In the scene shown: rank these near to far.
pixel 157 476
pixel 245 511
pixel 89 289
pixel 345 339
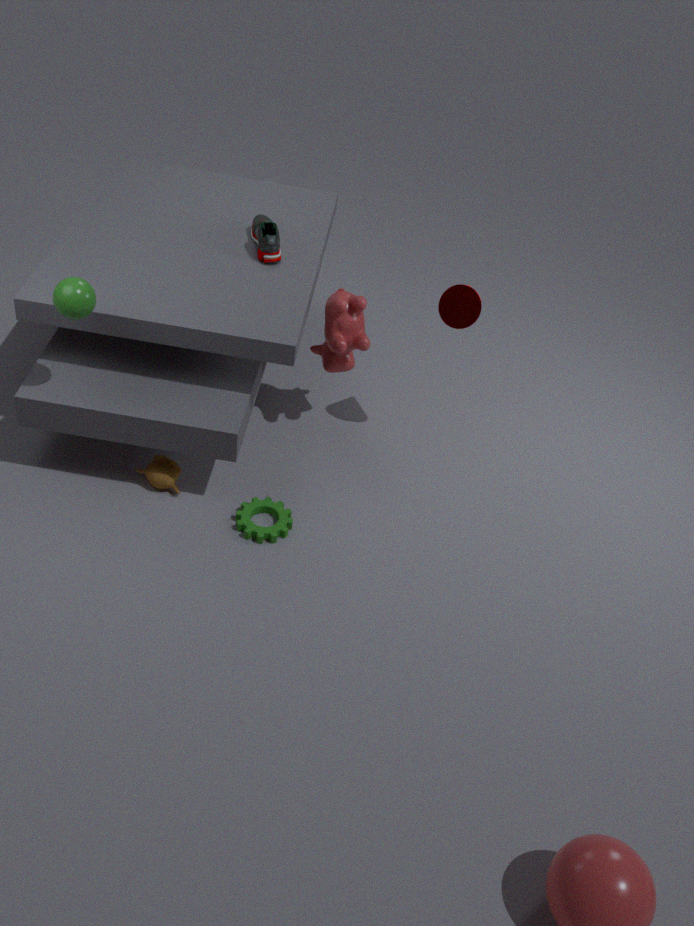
pixel 89 289
pixel 245 511
pixel 157 476
pixel 345 339
